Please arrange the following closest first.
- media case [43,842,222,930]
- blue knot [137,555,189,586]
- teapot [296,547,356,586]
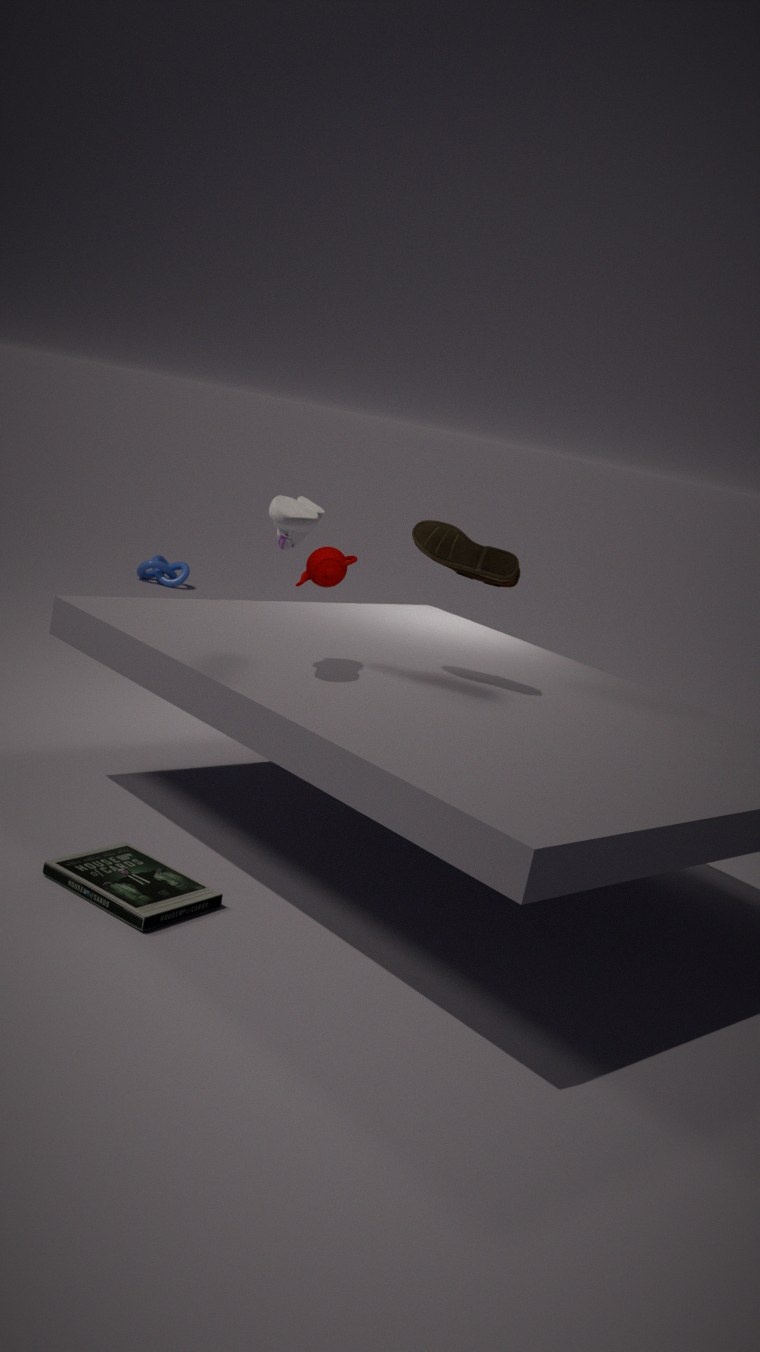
media case [43,842,222,930]
teapot [296,547,356,586]
blue knot [137,555,189,586]
